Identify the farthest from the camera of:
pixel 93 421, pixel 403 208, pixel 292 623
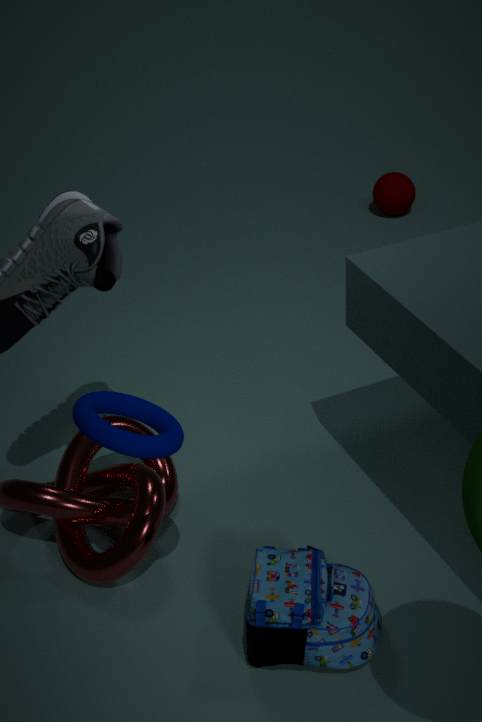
pixel 403 208
